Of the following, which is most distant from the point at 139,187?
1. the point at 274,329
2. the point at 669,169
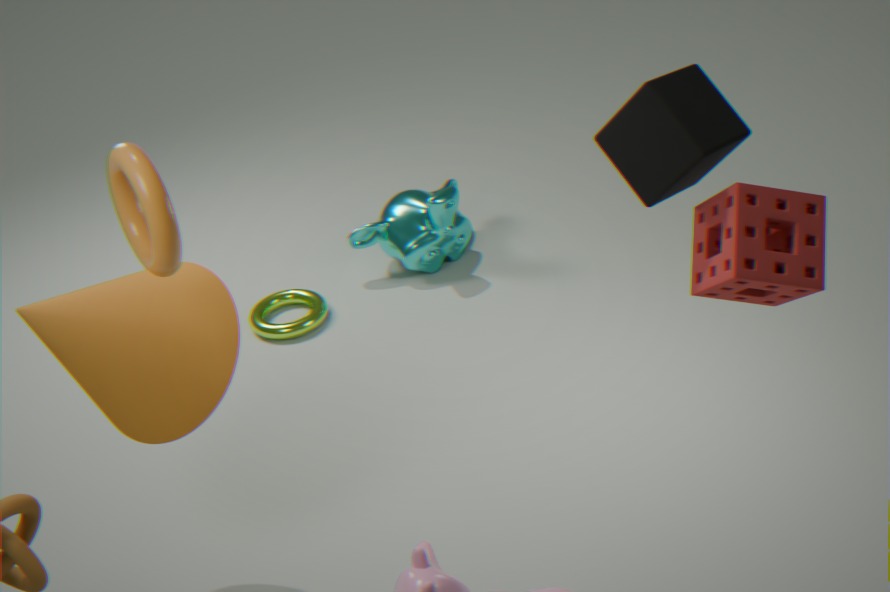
the point at 274,329
